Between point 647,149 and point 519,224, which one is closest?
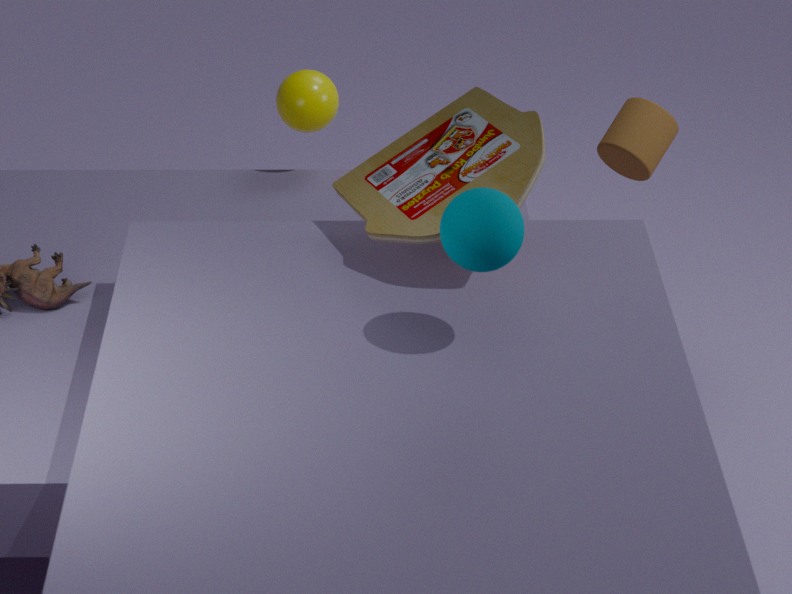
point 519,224
